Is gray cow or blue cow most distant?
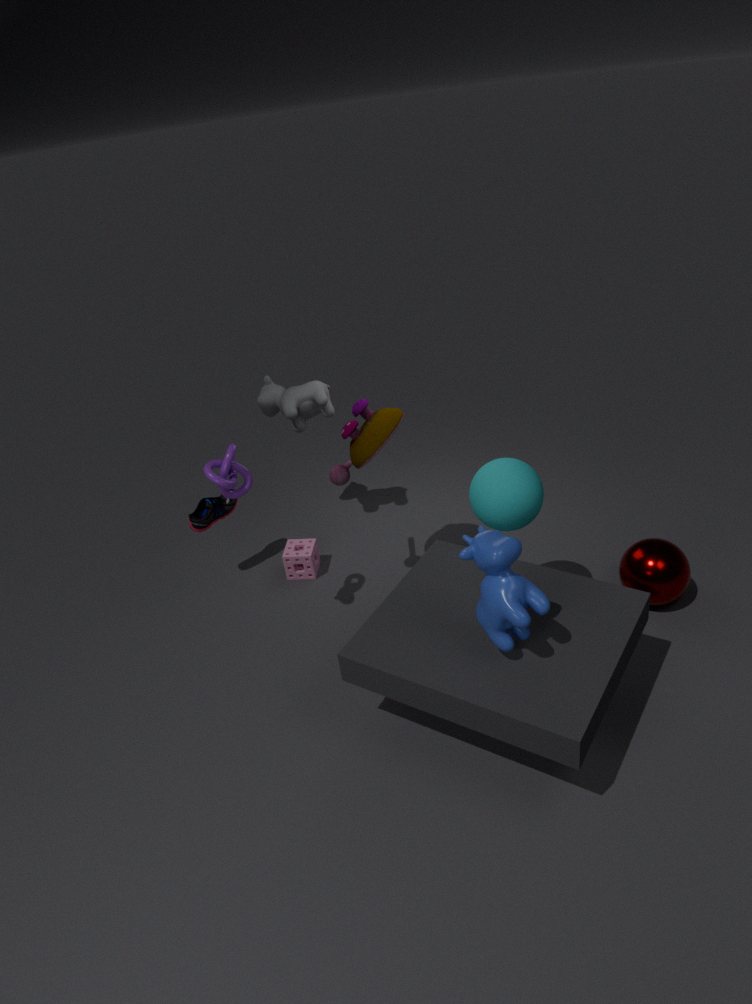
gray cow
